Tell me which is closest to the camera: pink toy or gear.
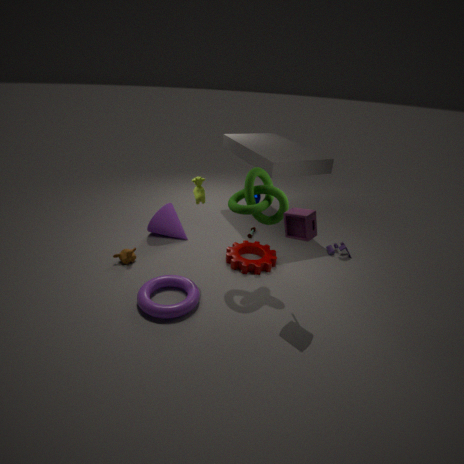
pink toy
